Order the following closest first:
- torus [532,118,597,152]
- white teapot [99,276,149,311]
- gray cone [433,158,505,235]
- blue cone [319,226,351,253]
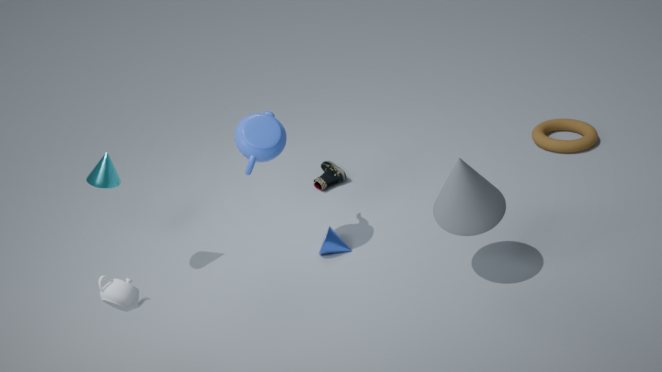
white teapot [99,276,149,311]
gray cone [433,158,505,235]
blue cone [319,226,351,253]
torus [532,118,597,152]
